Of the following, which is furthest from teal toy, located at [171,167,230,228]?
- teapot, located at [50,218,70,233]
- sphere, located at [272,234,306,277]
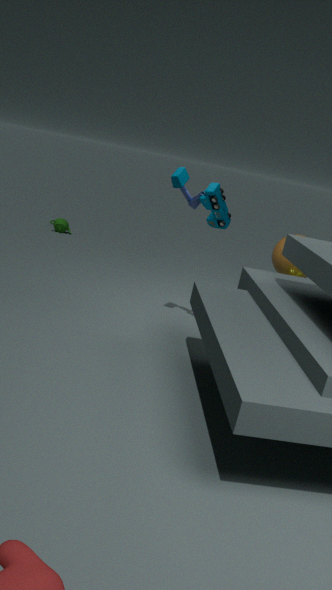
teapot, located at [50,218,70,233]
